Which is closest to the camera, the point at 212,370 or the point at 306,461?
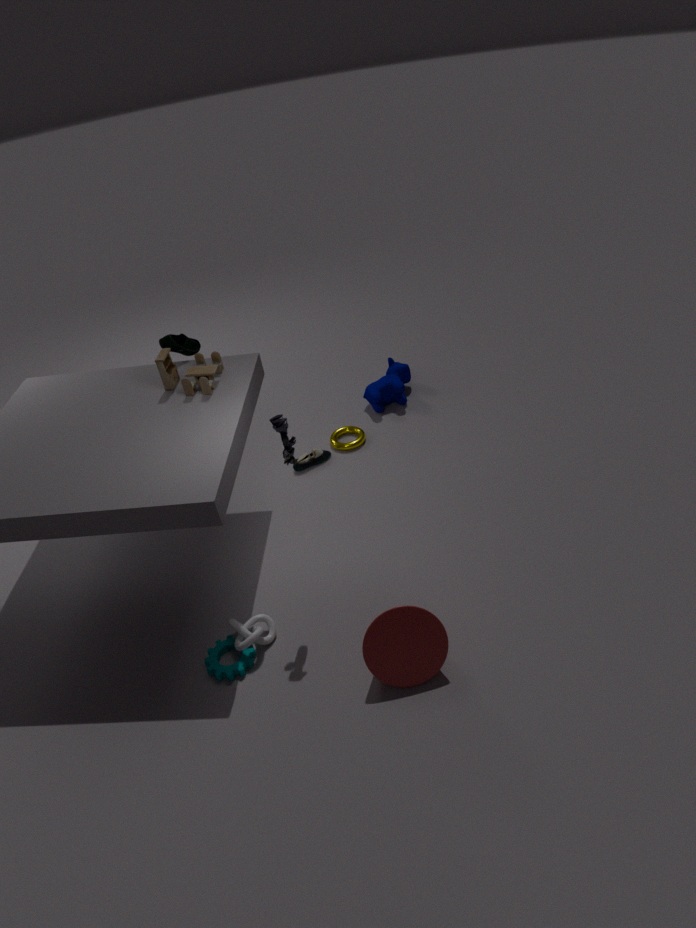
the point at 212,370
